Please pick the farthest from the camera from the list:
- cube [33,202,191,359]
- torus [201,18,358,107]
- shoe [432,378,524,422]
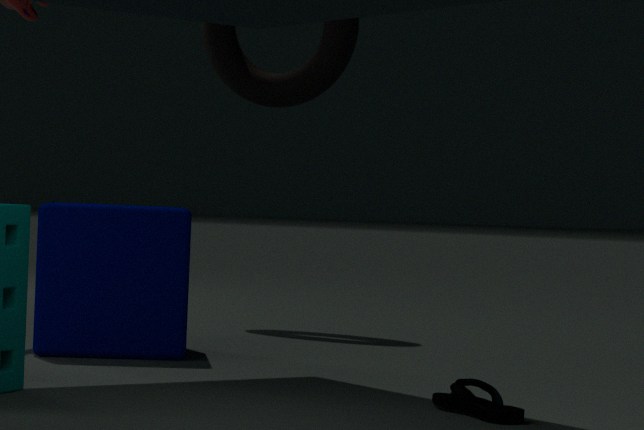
torus [201,18,358,107]
